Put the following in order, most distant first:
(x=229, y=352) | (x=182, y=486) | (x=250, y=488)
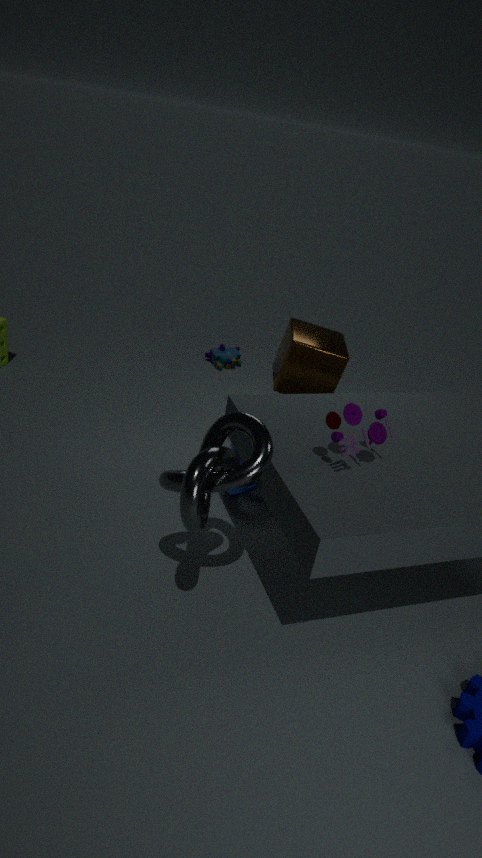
(x=229, y=352) → (x=250, y=488) → (x=182, y=486)
